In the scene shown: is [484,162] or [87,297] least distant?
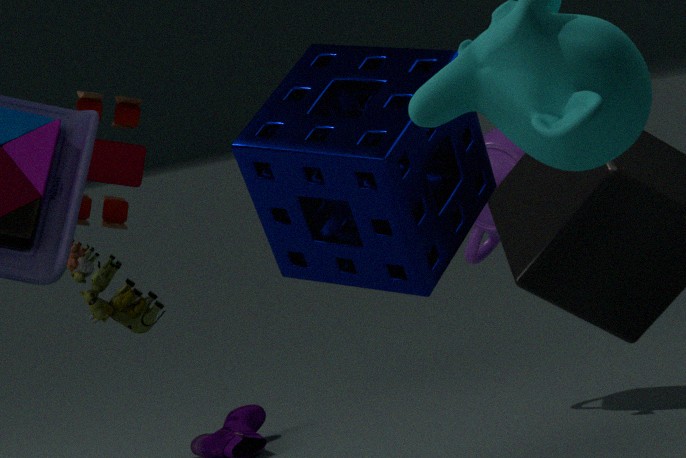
[484,162]
